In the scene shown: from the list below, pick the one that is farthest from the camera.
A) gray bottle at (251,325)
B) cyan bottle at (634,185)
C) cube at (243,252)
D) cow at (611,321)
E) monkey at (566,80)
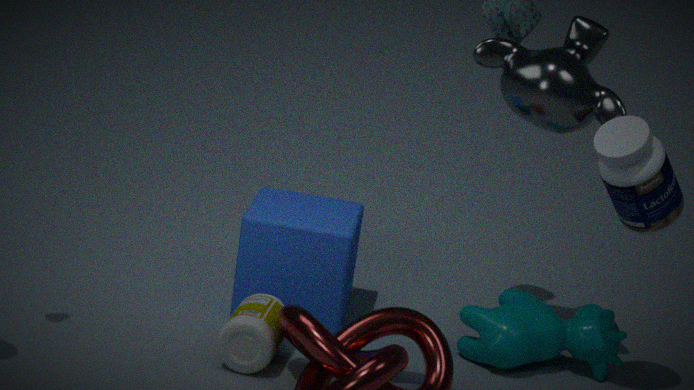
cube at (243,252)
